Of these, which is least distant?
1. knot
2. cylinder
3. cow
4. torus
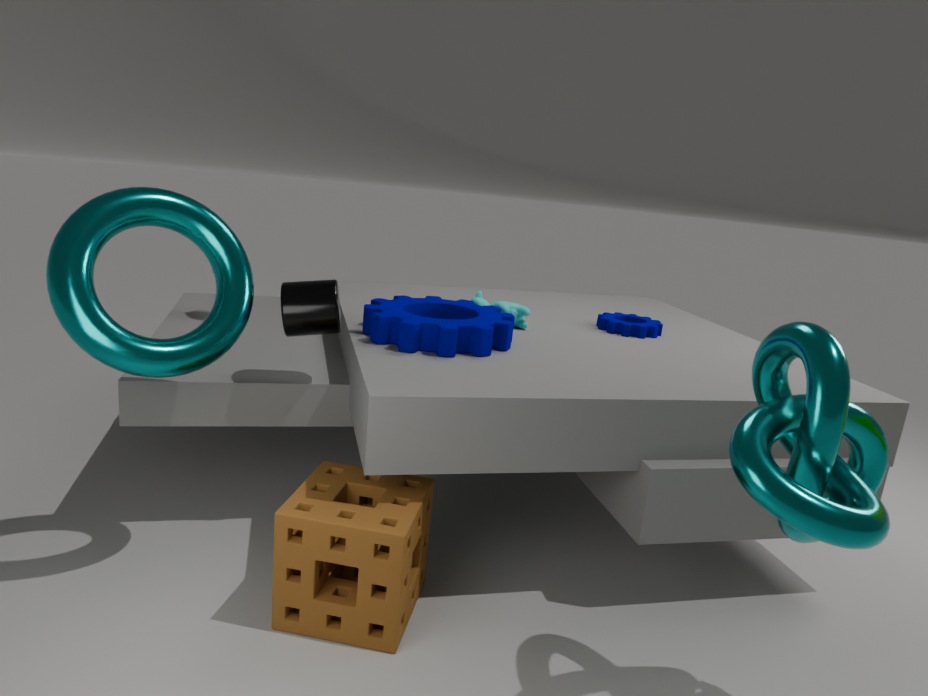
knot
